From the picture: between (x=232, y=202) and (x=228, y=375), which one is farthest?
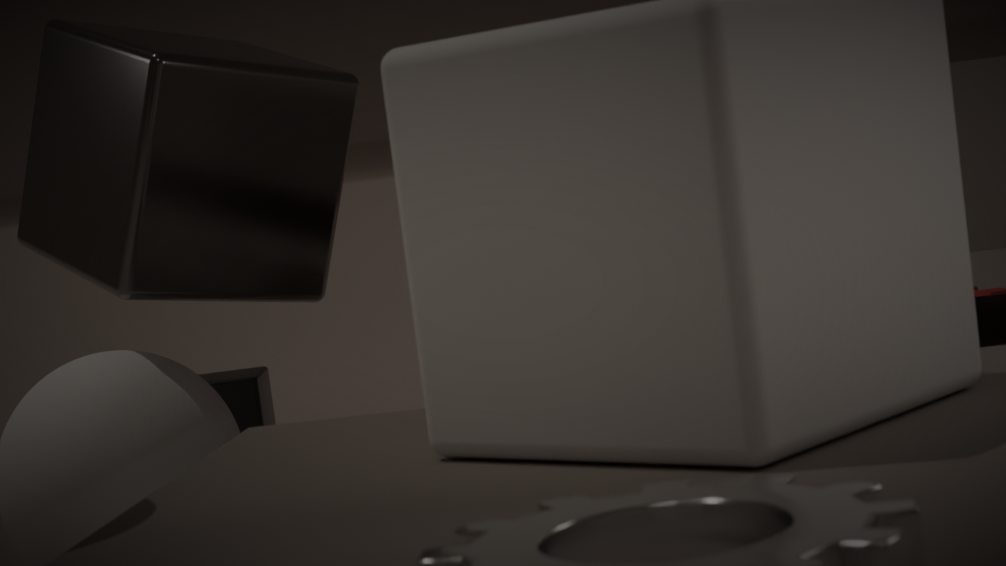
(x=228, y=375)
